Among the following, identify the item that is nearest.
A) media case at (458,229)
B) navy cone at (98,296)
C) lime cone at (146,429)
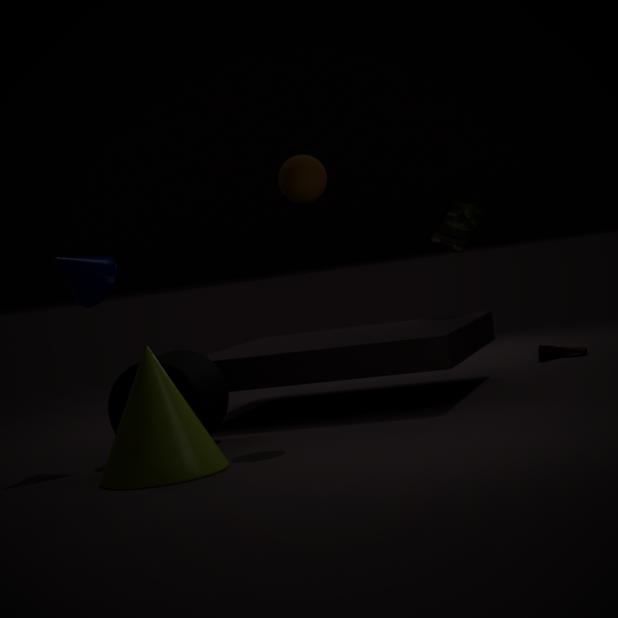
lime cone at (146,429)
